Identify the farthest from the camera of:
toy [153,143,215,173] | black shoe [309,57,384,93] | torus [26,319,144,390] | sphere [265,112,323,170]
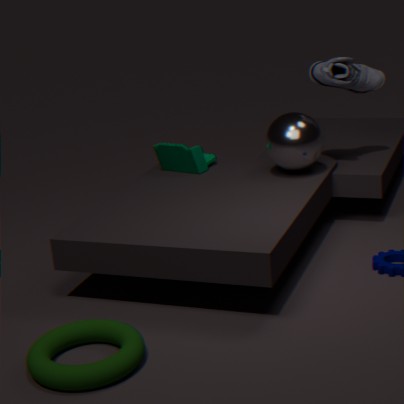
toy [153,143,215,173]
